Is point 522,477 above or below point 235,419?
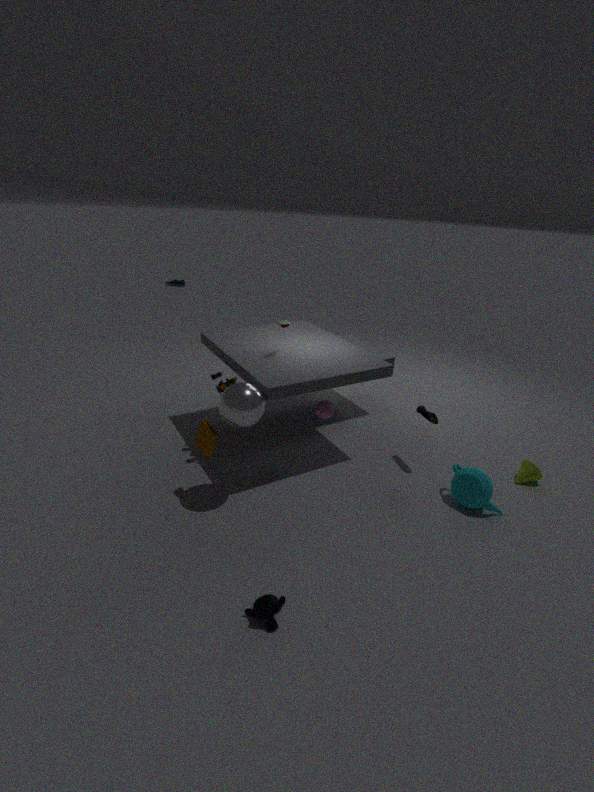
below
